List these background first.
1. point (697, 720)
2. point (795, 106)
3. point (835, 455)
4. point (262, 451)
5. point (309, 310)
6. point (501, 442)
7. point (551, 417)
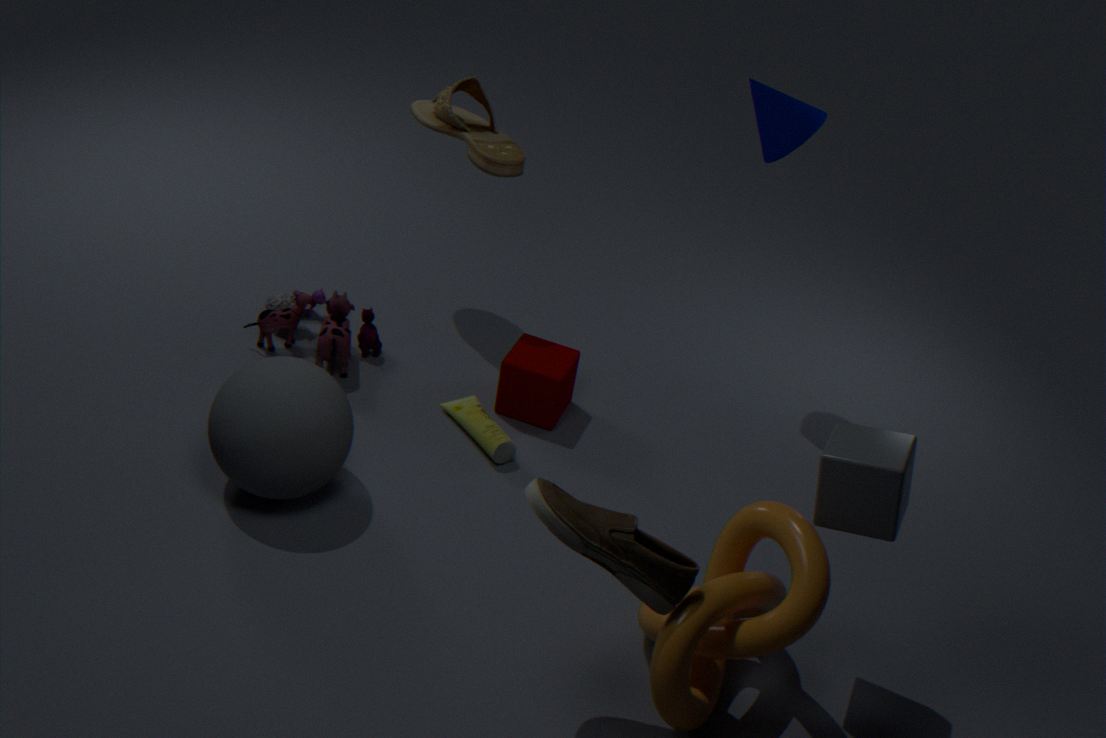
point (309, 310), point (551, 417), point (795, 106), point (501, 442), point (262, 451), point (697, 720), point (835, 455)
